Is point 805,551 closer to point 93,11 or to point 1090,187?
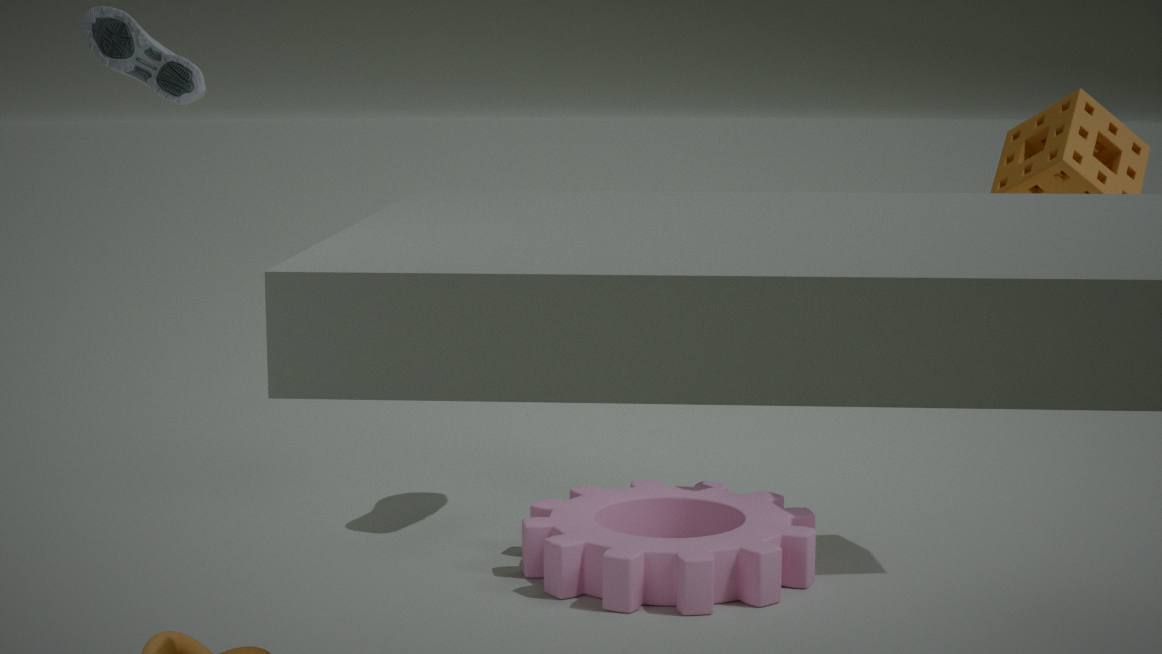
point 1090,187
